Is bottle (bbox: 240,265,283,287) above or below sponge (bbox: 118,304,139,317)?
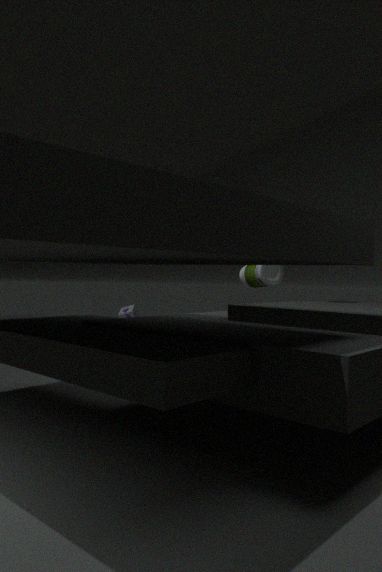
above
